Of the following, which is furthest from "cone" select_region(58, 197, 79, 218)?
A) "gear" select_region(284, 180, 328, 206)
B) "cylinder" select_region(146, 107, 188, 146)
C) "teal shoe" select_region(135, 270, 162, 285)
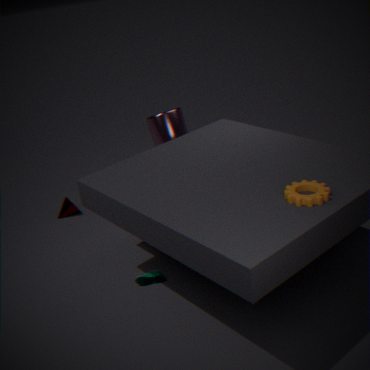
"gear" select_region(284, 180, 328, 206)
